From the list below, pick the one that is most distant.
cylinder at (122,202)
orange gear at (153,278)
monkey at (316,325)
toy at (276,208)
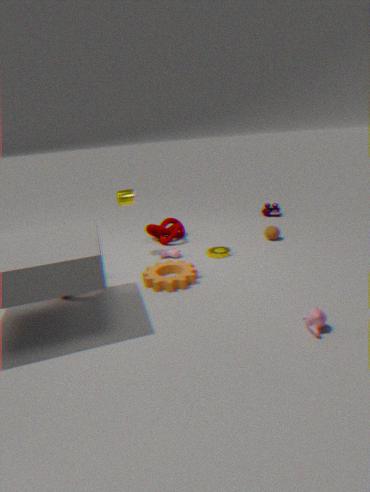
toy at (276,208)
